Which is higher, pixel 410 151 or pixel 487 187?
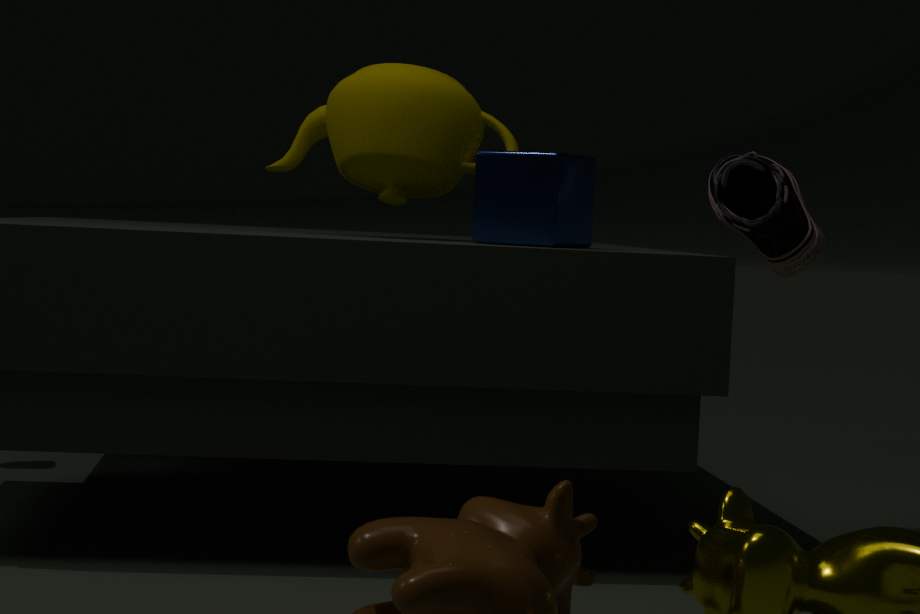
pixel 410 151
